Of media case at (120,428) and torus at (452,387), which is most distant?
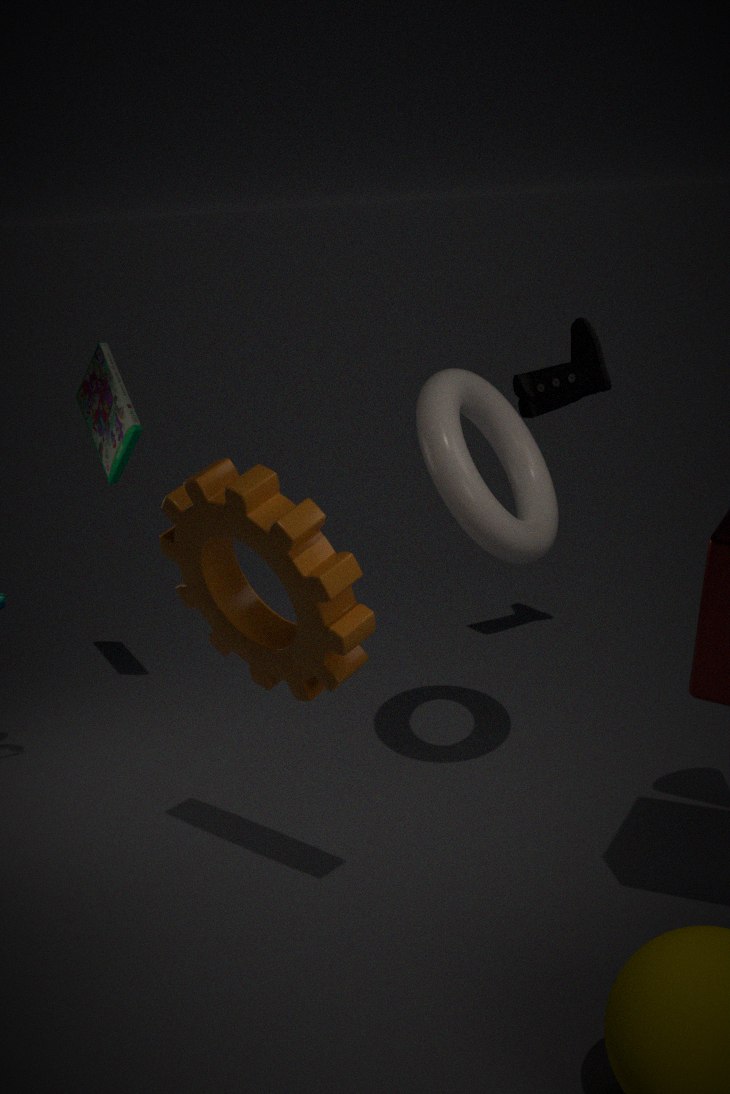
media case at (120,428)
